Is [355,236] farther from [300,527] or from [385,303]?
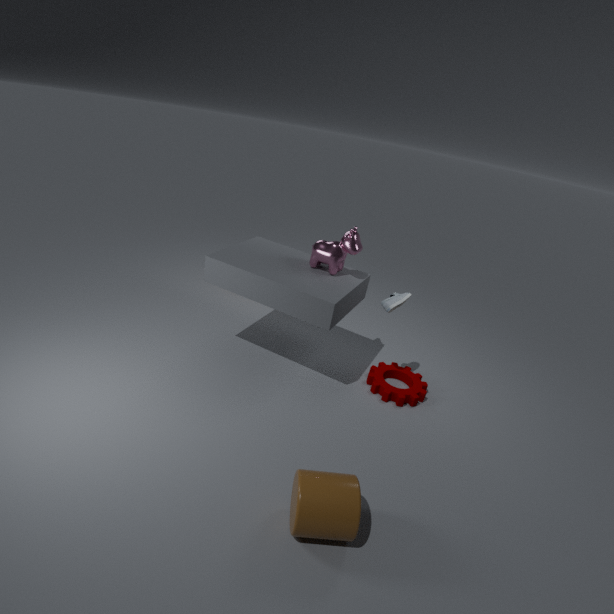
[300,527]
